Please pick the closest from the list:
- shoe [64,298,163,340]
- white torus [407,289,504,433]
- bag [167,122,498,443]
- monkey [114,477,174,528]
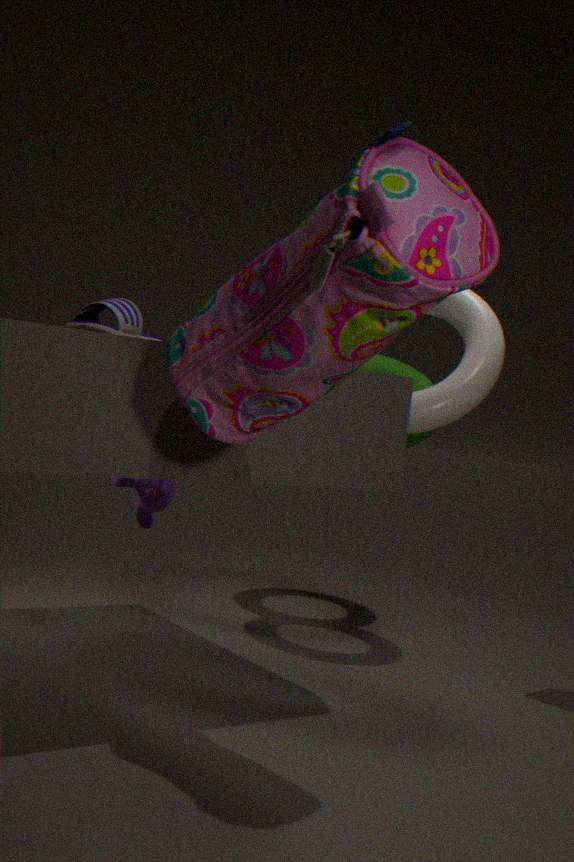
bag [167,122,498,443]
